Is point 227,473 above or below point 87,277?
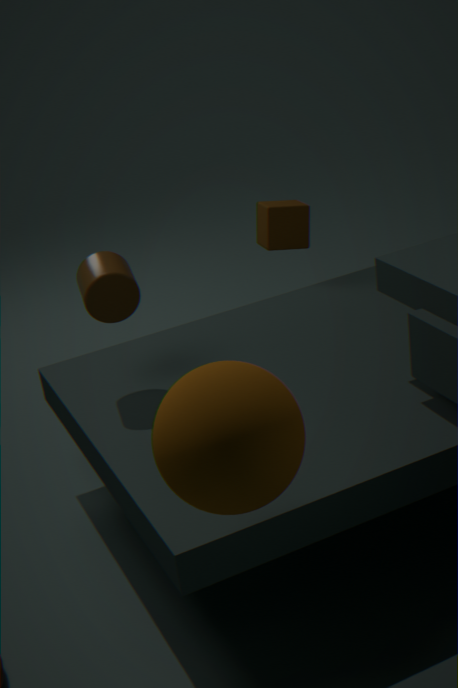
below
